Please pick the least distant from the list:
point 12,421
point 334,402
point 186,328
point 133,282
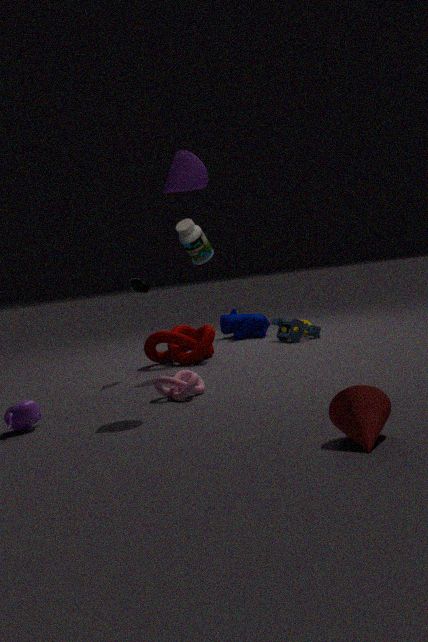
point 334,402
